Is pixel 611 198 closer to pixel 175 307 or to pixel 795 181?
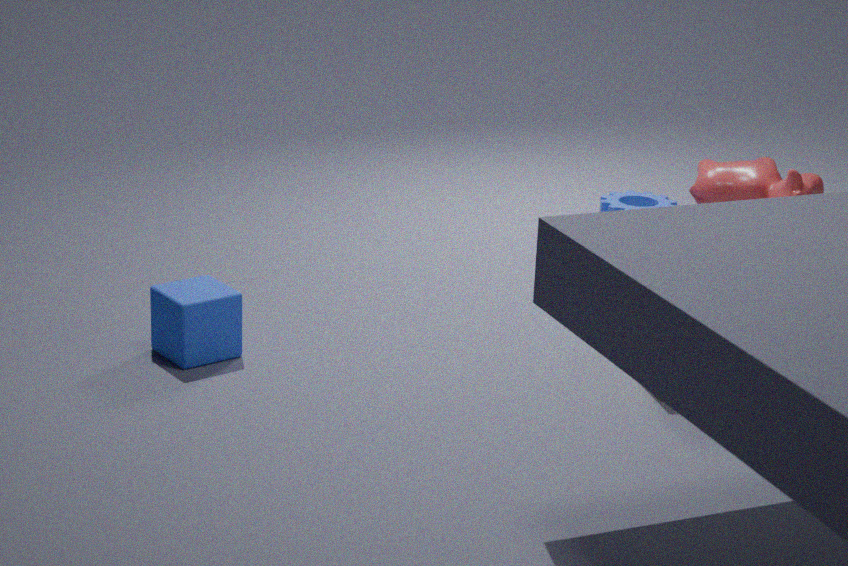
pixel 795 181
